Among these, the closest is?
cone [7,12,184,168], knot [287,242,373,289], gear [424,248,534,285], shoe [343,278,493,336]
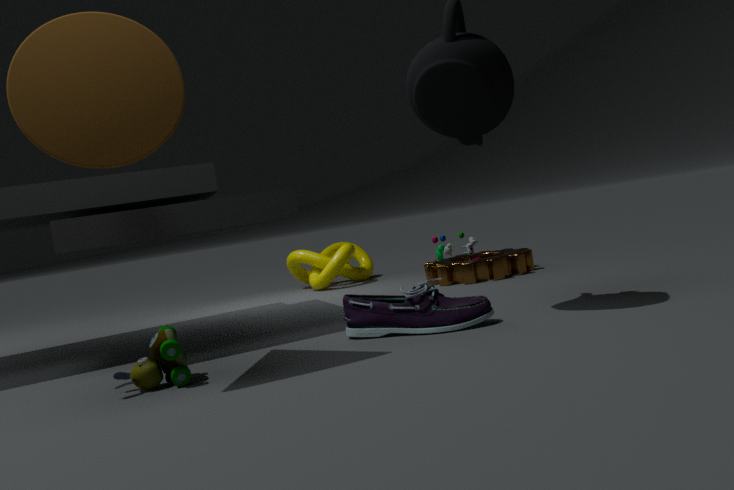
cone [7,12,184,168]
